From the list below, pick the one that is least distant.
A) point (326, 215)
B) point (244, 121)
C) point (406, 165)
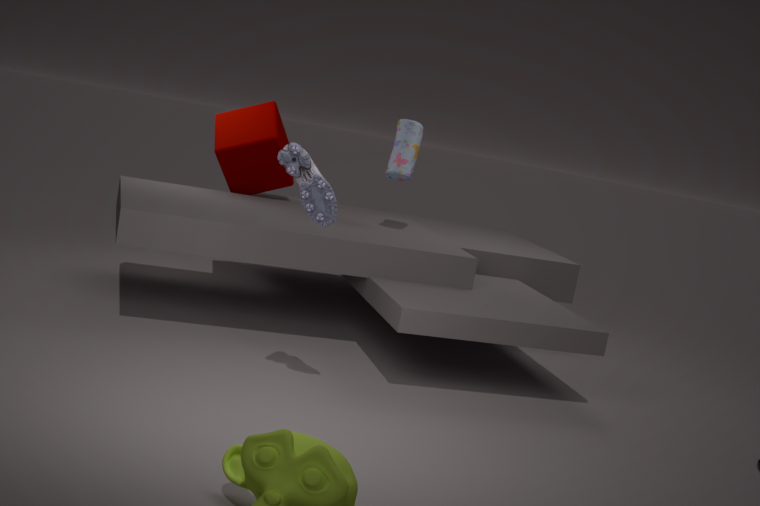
point (326, 215)
